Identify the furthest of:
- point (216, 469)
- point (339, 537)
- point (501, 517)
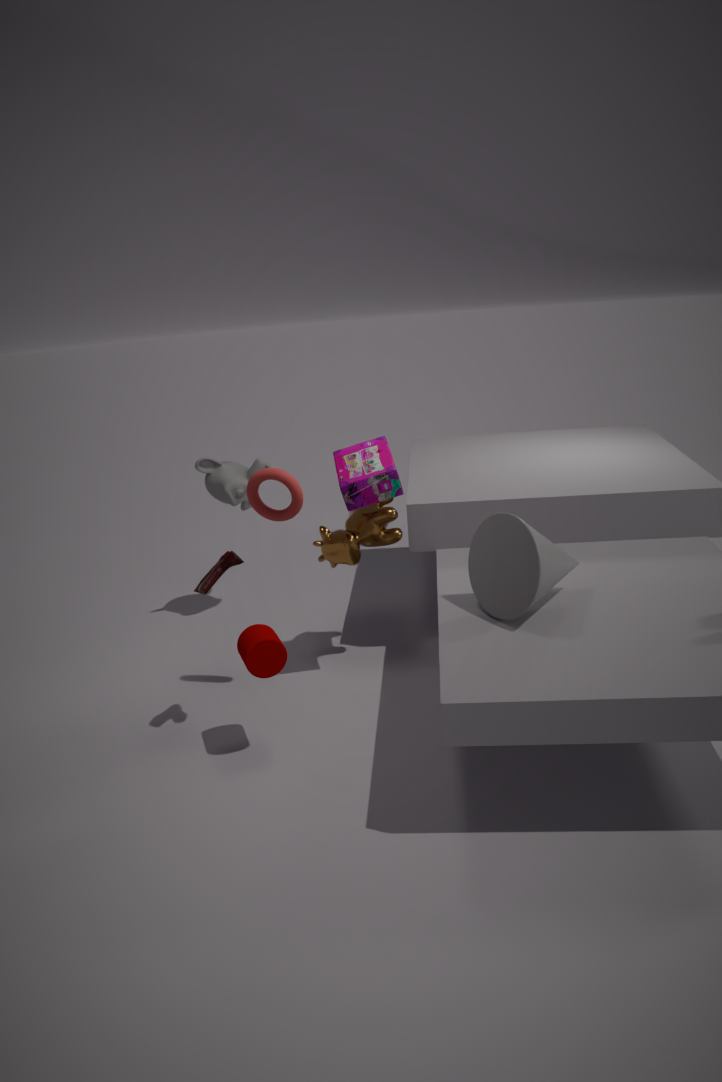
point (216, 469)
